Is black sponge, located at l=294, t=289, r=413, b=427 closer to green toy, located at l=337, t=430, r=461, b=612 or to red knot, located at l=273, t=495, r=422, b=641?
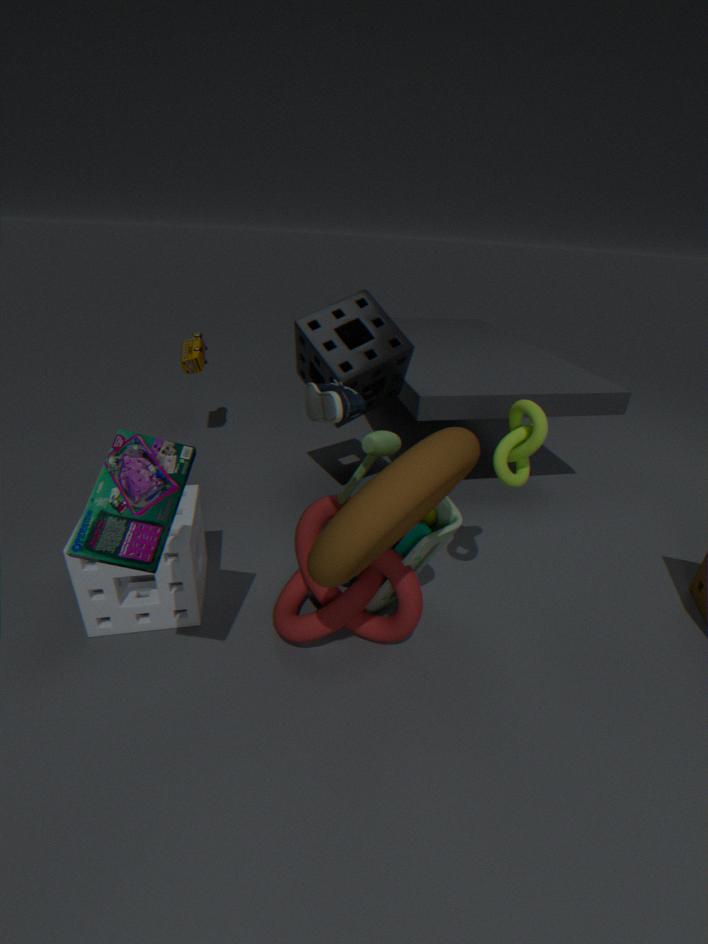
green toy, located at l=337, t=430, r=461, b=612
